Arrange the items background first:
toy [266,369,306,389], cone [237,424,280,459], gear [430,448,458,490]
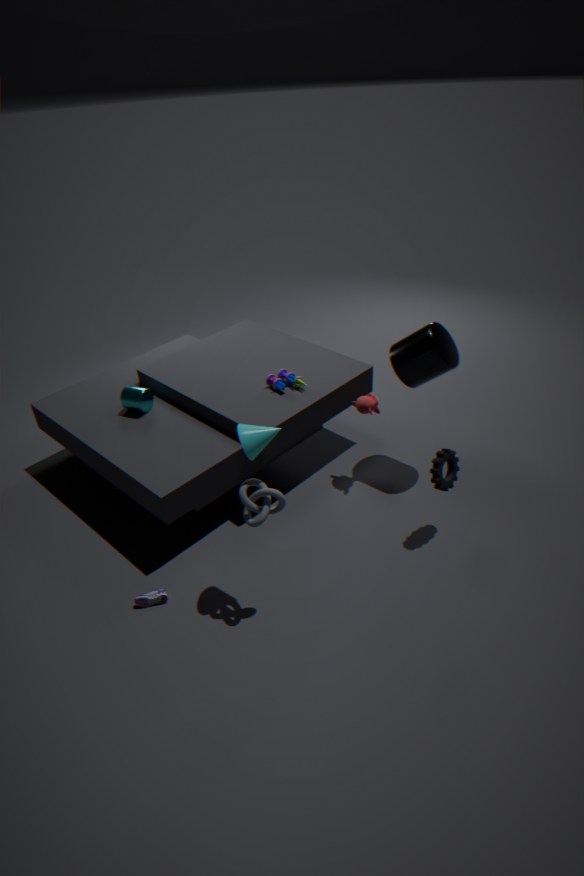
toy [266,369,306,389] → gear [430,448,458,490] → cone [237,424,280,459]
